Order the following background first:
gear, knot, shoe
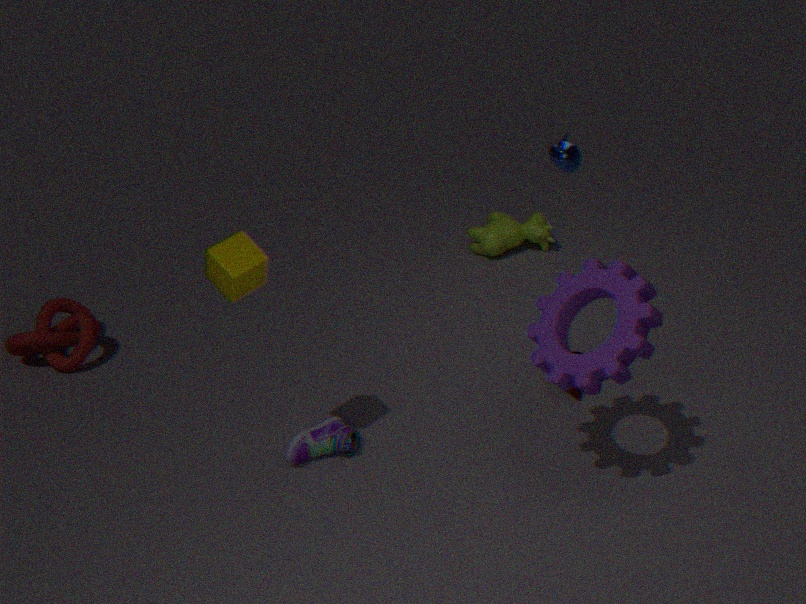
knot < shoe < gear
